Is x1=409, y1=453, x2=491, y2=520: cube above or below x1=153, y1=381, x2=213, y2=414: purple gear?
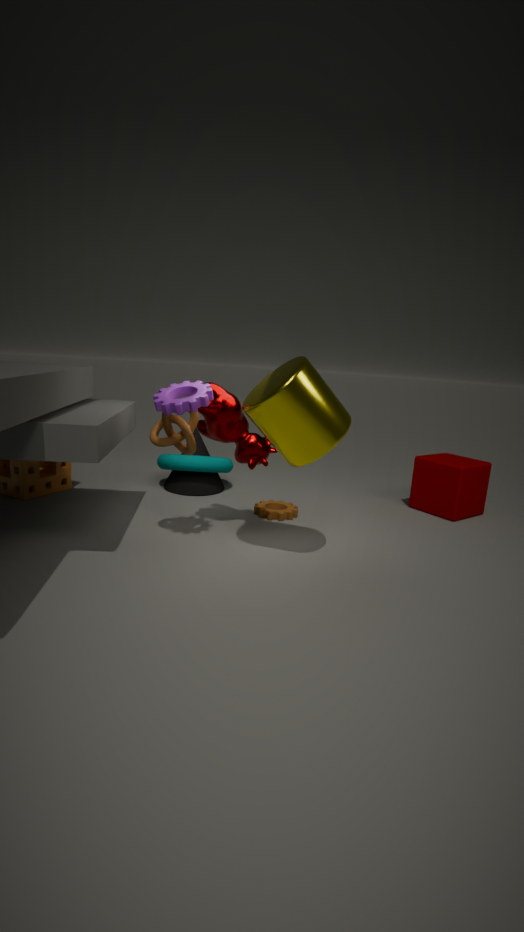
below
